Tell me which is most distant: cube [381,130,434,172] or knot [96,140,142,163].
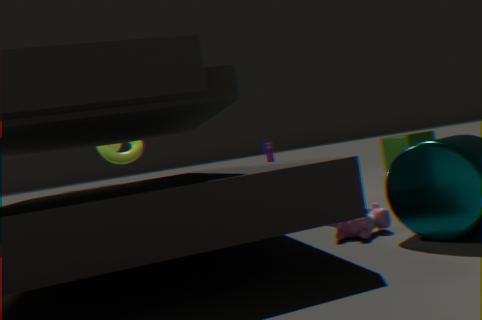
cube [381,130,434,172]
